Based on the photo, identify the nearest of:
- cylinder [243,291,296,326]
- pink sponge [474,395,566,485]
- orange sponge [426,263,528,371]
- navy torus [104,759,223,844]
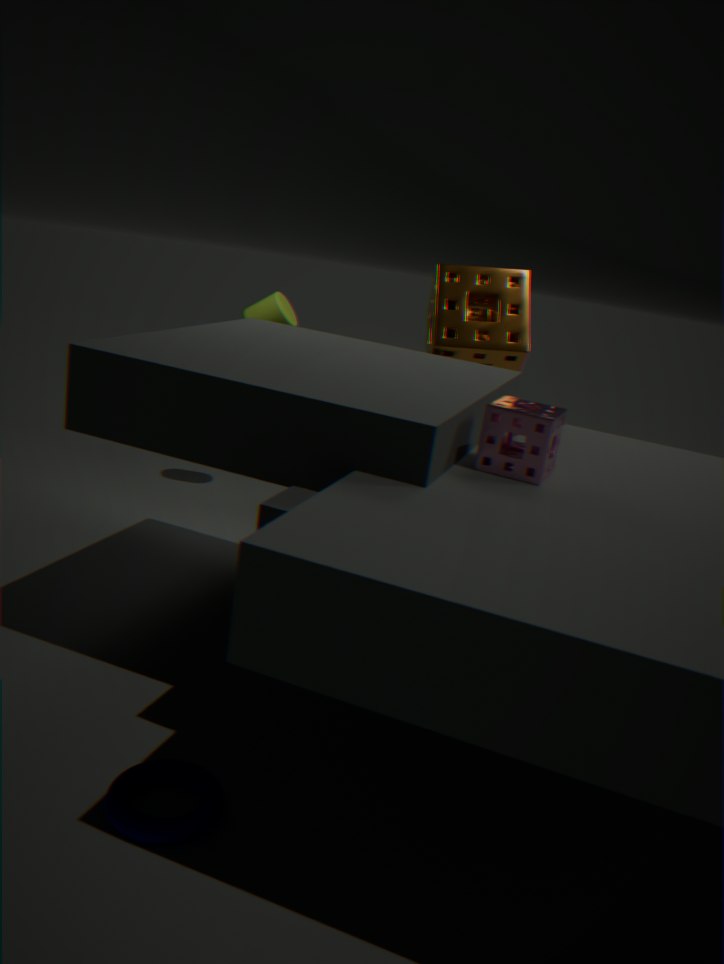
navy torus [104,759,223,844]
